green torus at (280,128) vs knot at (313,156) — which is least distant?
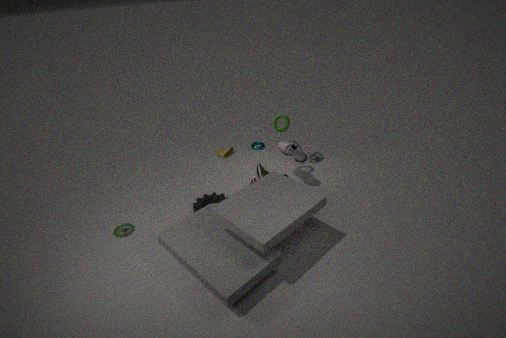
green torus at (280,128)
